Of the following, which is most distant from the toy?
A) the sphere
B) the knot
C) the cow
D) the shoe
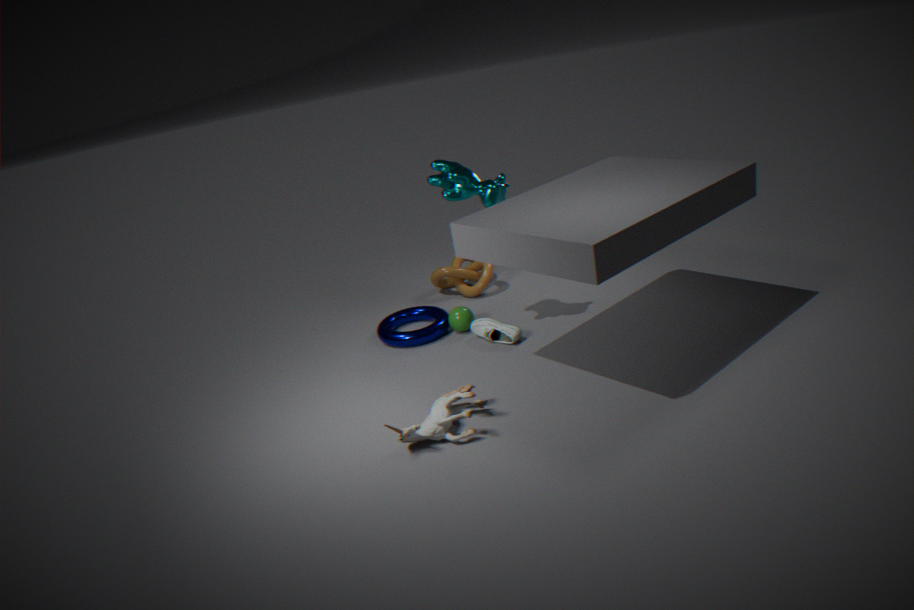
the knot
